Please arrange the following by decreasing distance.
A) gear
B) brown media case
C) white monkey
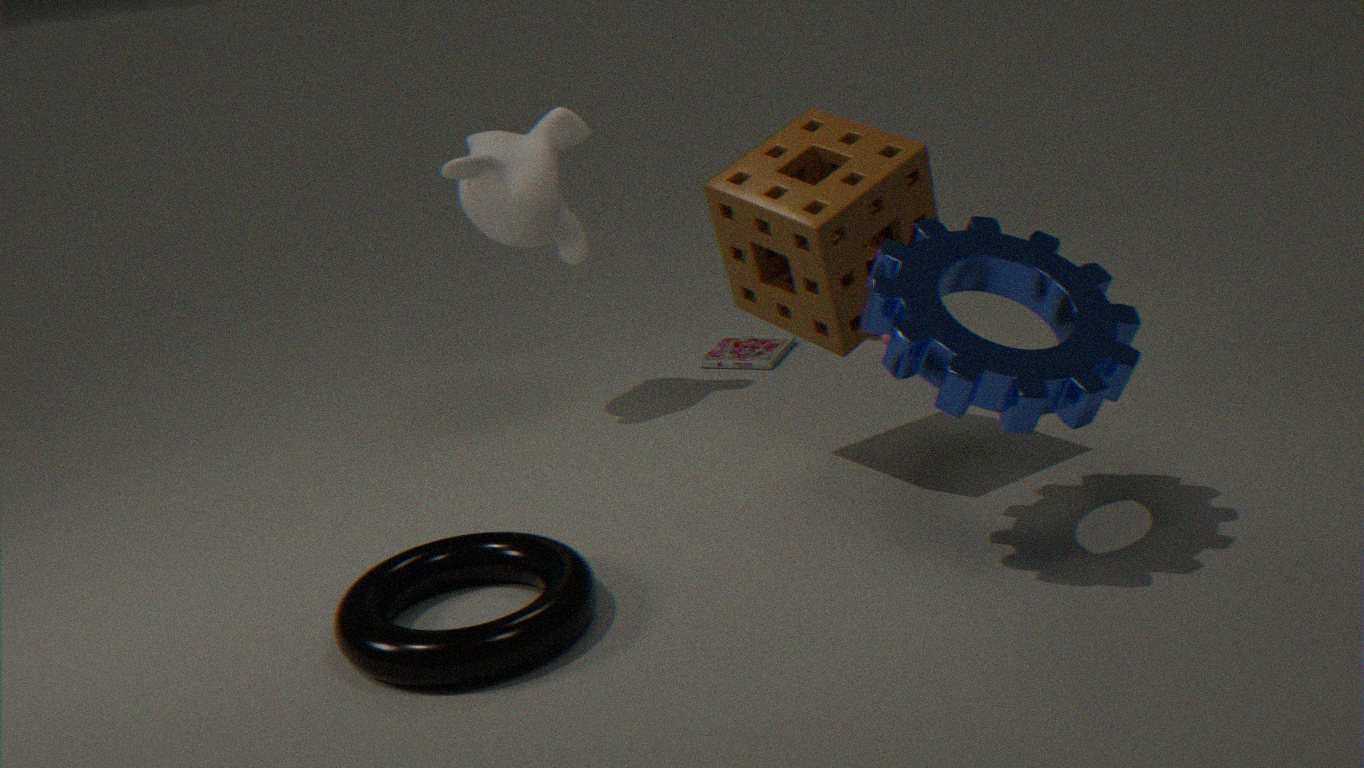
brown media case → white monkey → gear
